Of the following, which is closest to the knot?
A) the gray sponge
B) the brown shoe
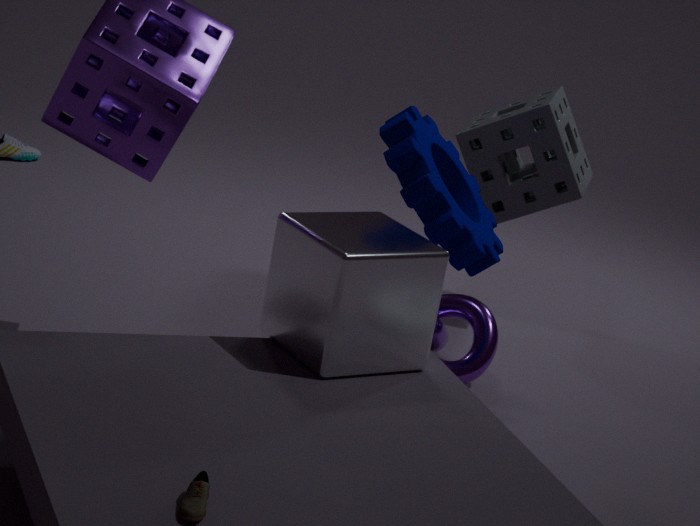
the gray sponge
